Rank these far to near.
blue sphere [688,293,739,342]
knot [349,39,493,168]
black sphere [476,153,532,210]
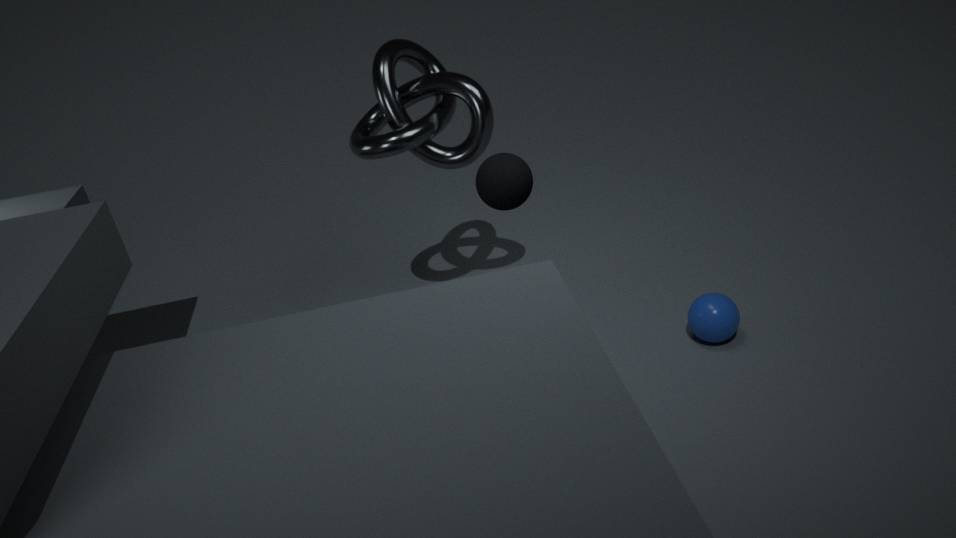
knot [349,39,493,168]
blue sphere [688,293,739,342]
black sphere [476,153,532,210]
